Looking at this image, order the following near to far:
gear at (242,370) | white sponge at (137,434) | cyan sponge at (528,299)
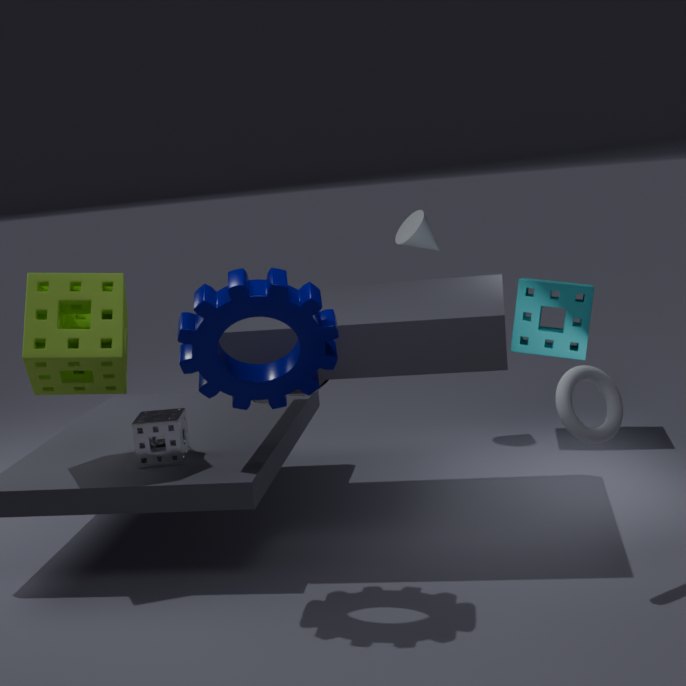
gear at (242,370) < white sponge at (137,434) < cyan sponge at (528,299)
